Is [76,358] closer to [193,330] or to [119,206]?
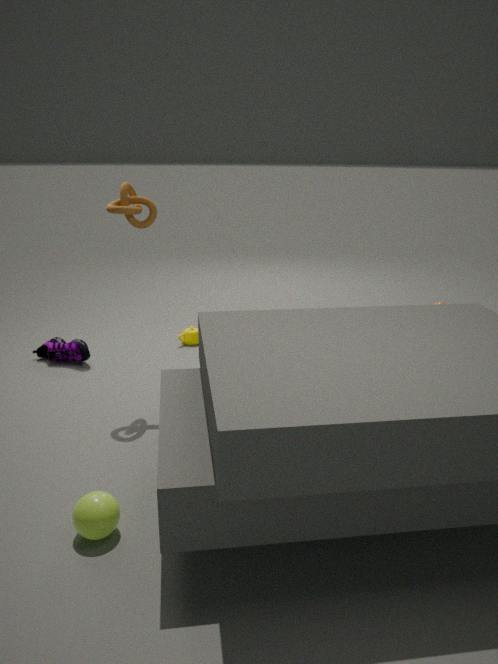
[193,330]
